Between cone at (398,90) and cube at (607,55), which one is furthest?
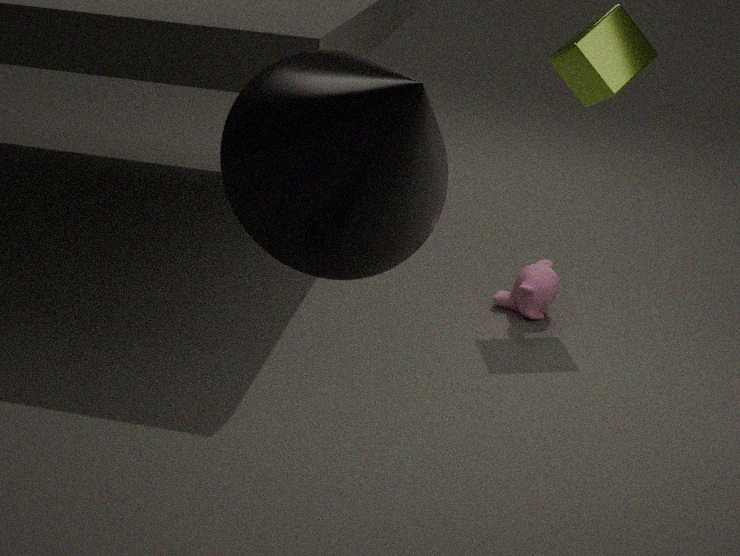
cube at (607,55)
